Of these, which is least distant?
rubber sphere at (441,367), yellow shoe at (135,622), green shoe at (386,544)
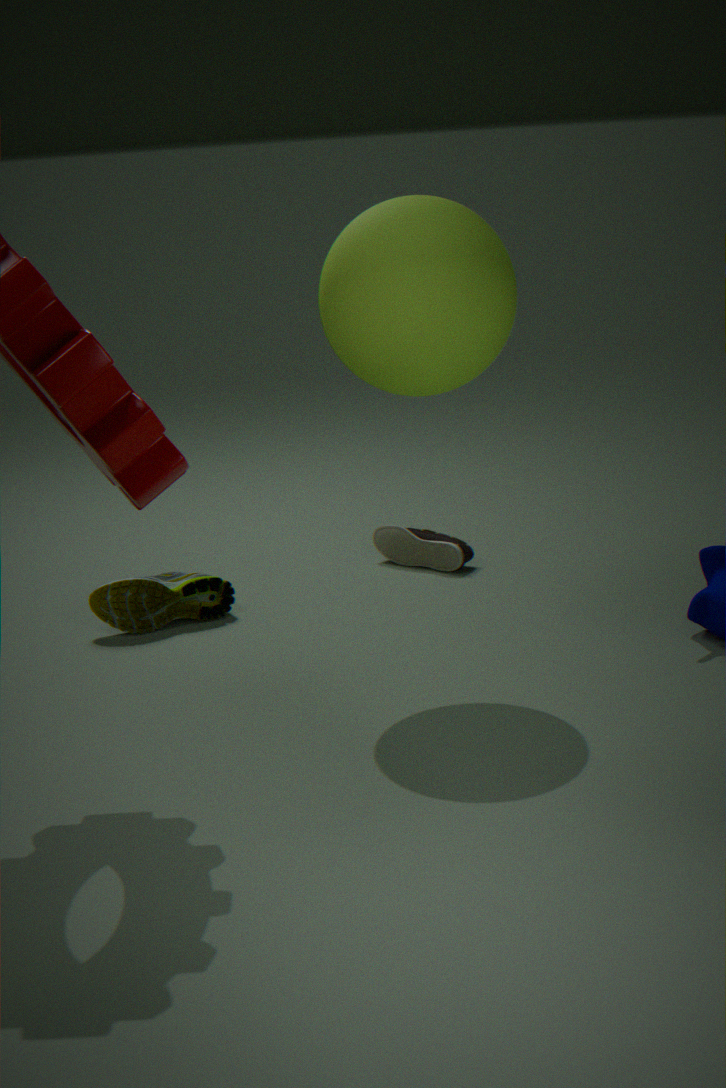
rubber sphere at (441,367)
